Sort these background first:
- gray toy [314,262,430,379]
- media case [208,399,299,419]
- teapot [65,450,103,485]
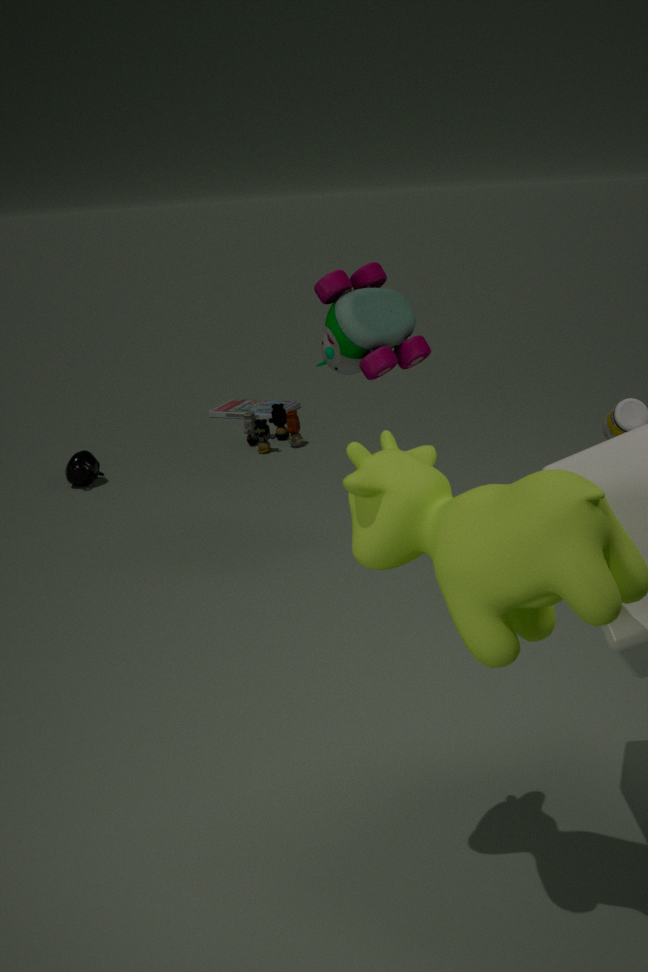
1. media case [208,399,299,419]
2. teapot [65,450,103,485]
3. gray toy [314,262,430,379]
